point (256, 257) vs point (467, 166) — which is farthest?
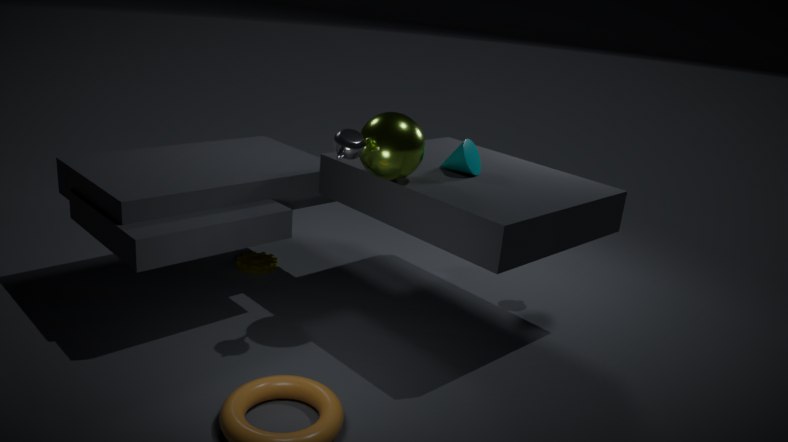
point (256, 257)
